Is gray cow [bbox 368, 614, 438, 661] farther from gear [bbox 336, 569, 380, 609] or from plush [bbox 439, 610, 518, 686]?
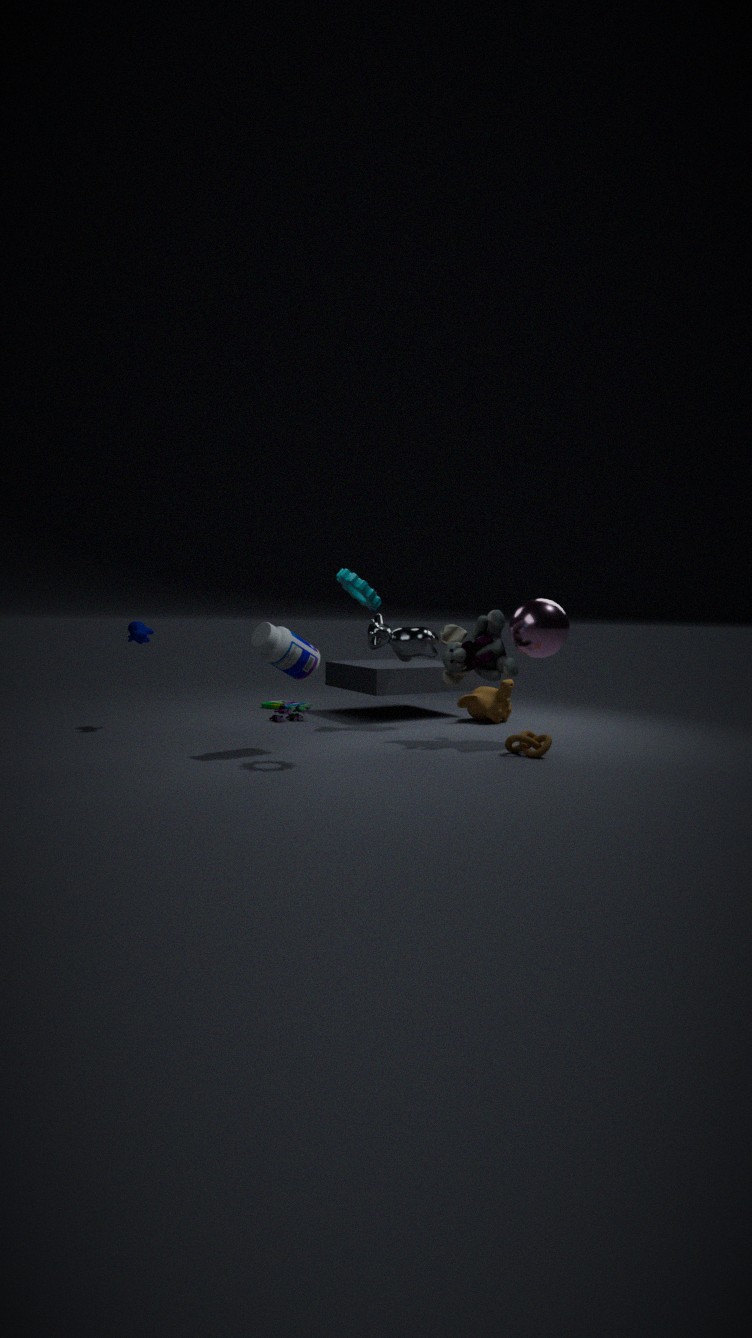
gear [bbox 336, 569, 380, 609]
